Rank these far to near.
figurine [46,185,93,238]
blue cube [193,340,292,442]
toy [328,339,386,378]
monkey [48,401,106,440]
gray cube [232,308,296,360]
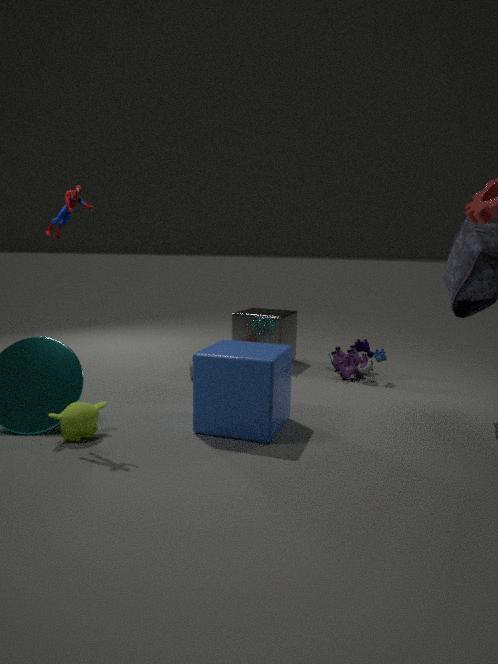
gray cube [232,308,296,360]
toy [328,339,386,378]
figurine [46,185,93,238]
blue cube [193,340,292,442]
monkey [48,401,106,440]
